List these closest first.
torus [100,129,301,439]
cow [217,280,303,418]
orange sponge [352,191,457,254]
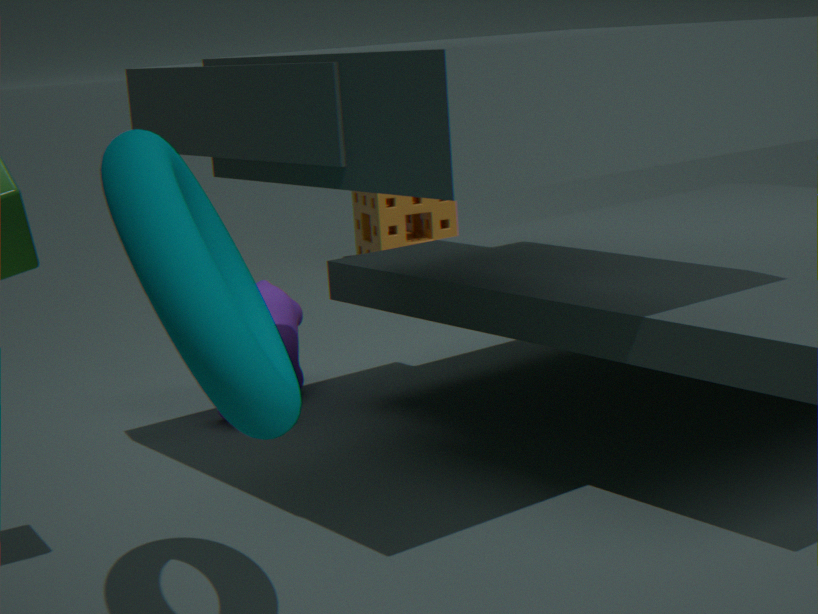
torus [100,129,301,439] → cow [217,280,303,418] → orange sponge [352,191,457,254]
